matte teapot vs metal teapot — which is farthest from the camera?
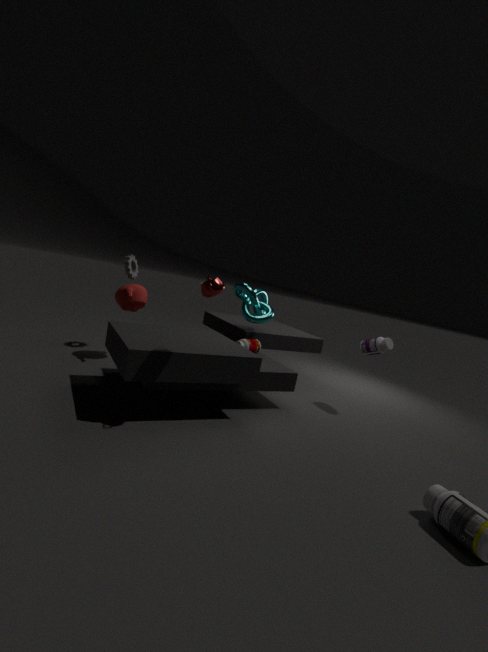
matte teapot
